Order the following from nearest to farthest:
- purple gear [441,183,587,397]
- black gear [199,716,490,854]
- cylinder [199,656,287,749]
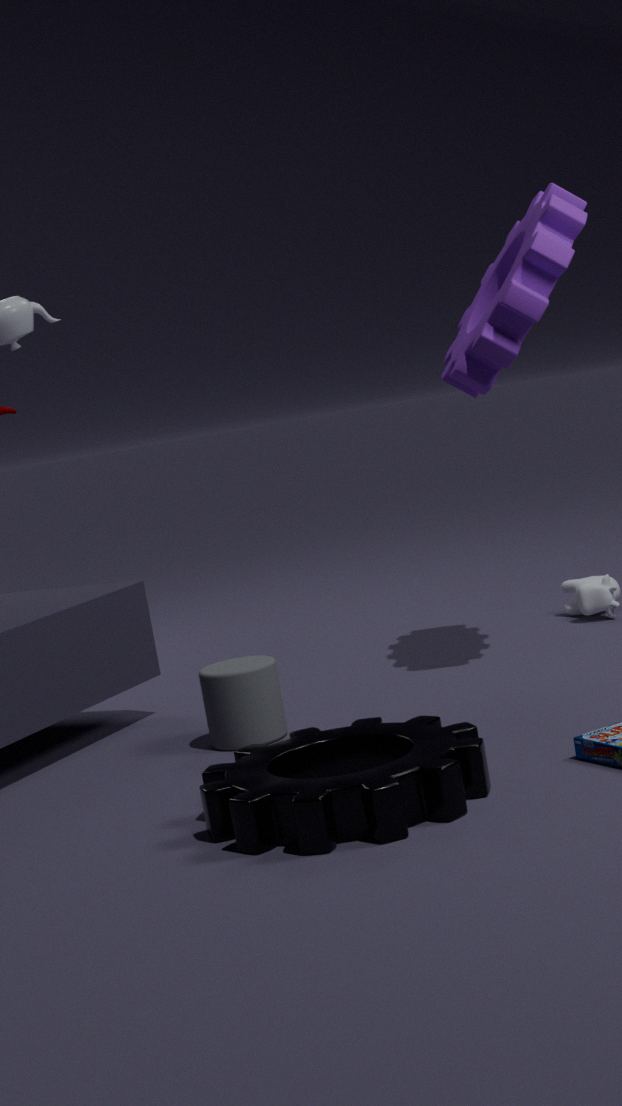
black gear [199,716,490,854], cylinder [199,656,287,749], purple gear [441,183,587,397]
